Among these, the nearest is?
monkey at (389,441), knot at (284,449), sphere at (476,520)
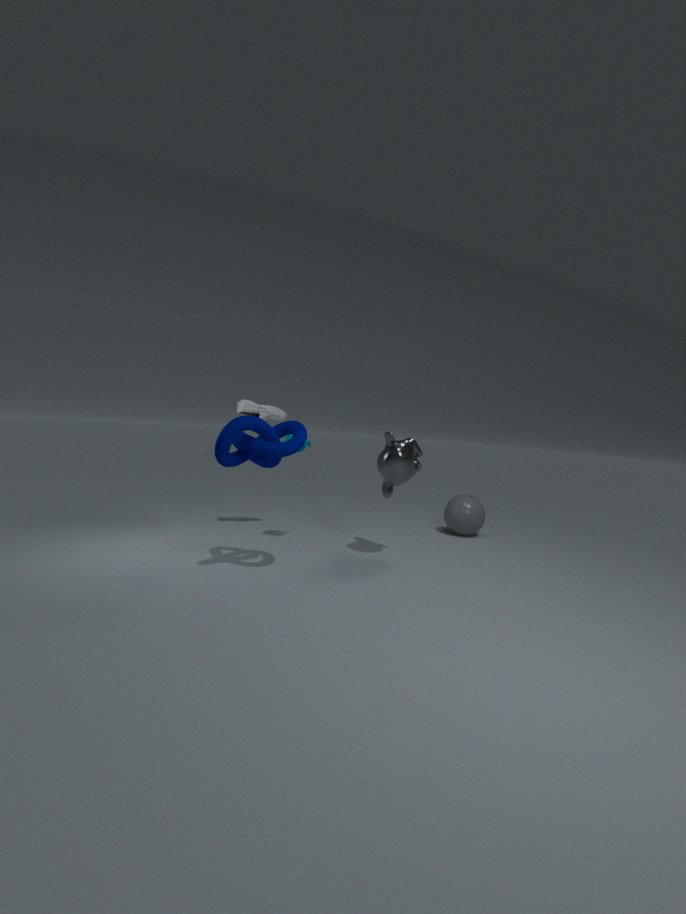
knot at (284,449)
